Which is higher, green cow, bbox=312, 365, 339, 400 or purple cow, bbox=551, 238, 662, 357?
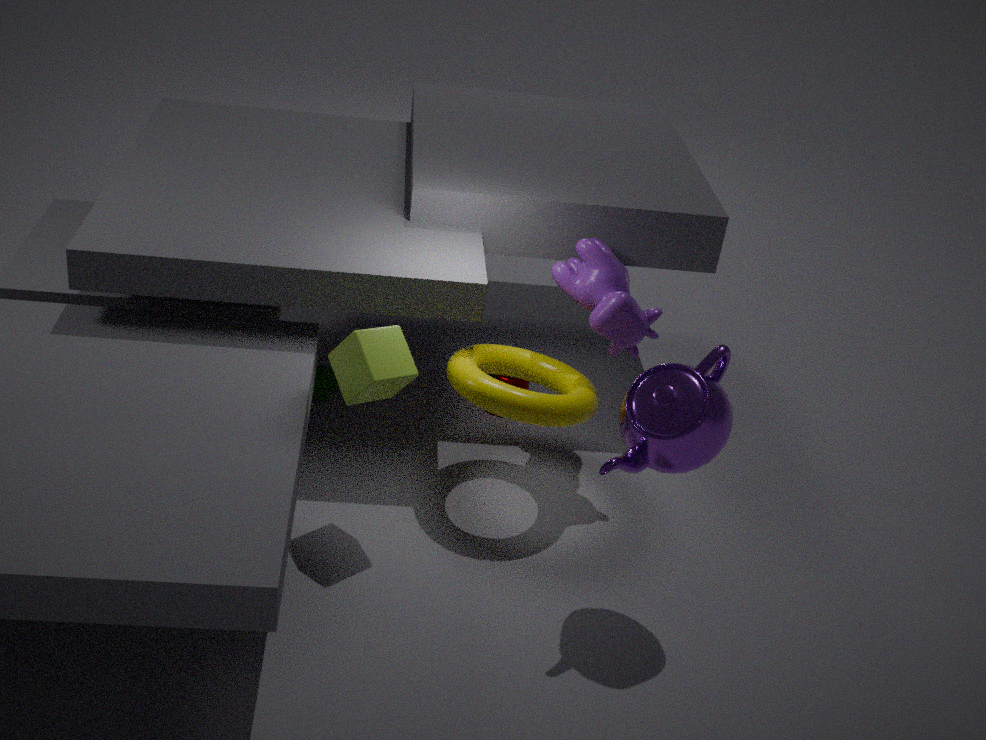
purple cow, bbox=551, 238, 662, 357
